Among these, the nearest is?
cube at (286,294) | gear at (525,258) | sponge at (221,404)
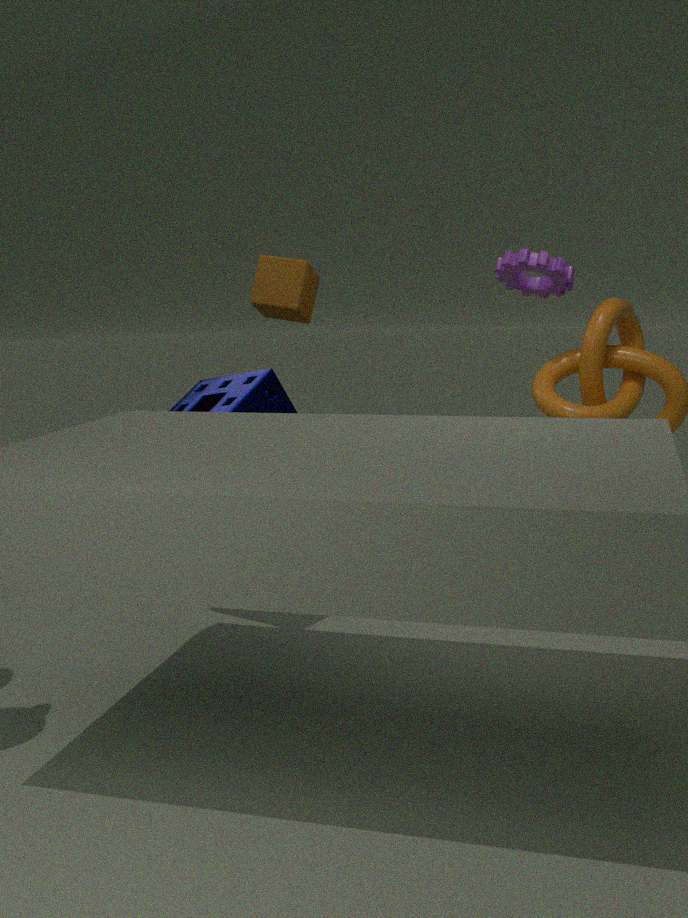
sponge at (221,404)
